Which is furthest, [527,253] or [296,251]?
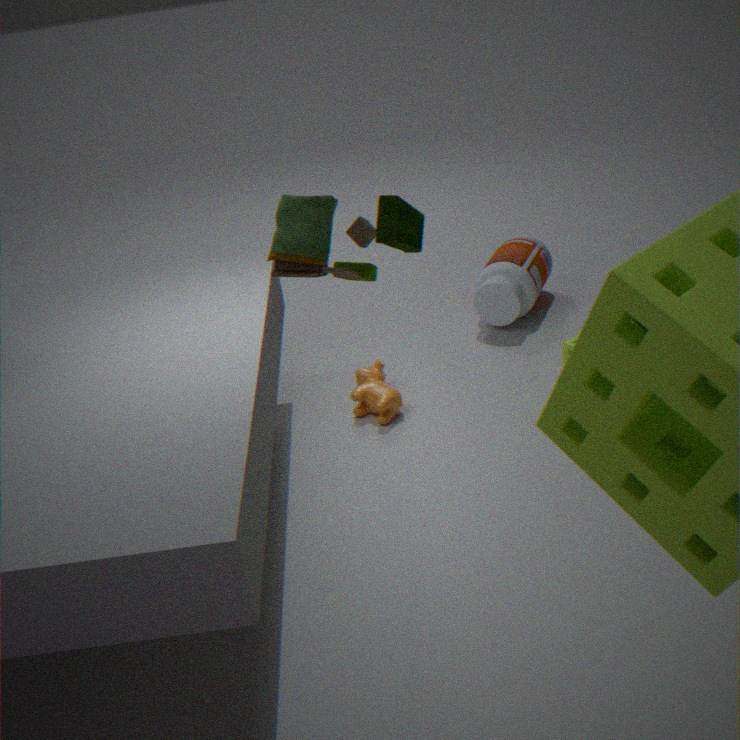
[527,253]
